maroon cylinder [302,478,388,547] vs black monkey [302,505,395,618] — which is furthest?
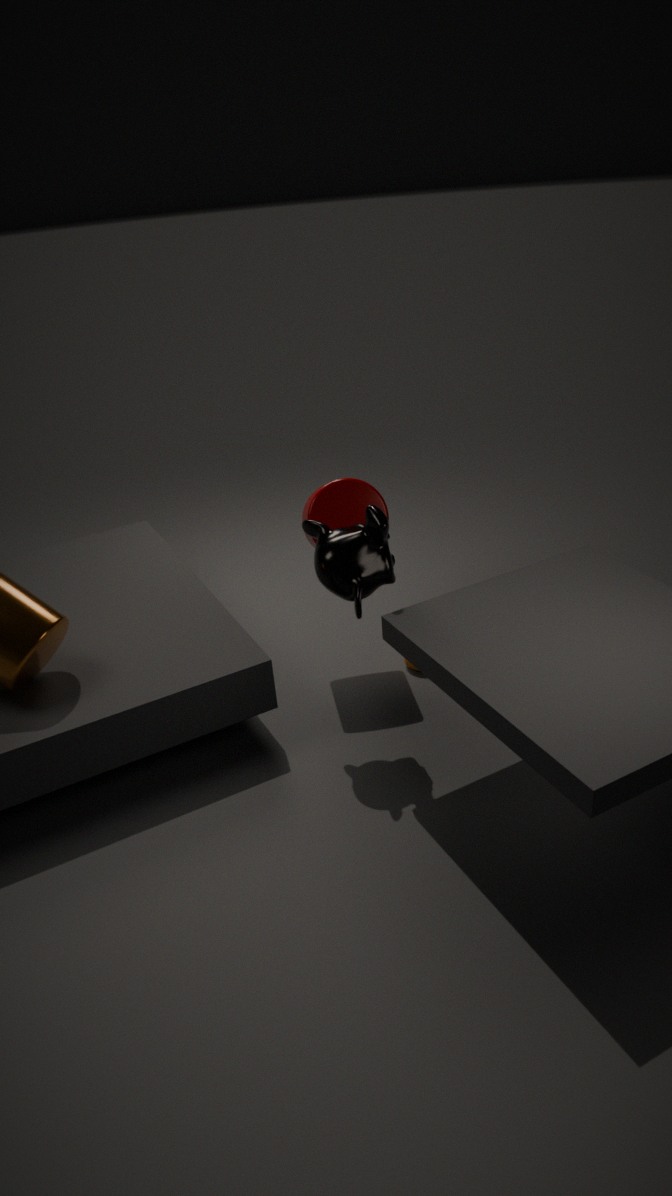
maroon cylinder [302,478,388,547]
